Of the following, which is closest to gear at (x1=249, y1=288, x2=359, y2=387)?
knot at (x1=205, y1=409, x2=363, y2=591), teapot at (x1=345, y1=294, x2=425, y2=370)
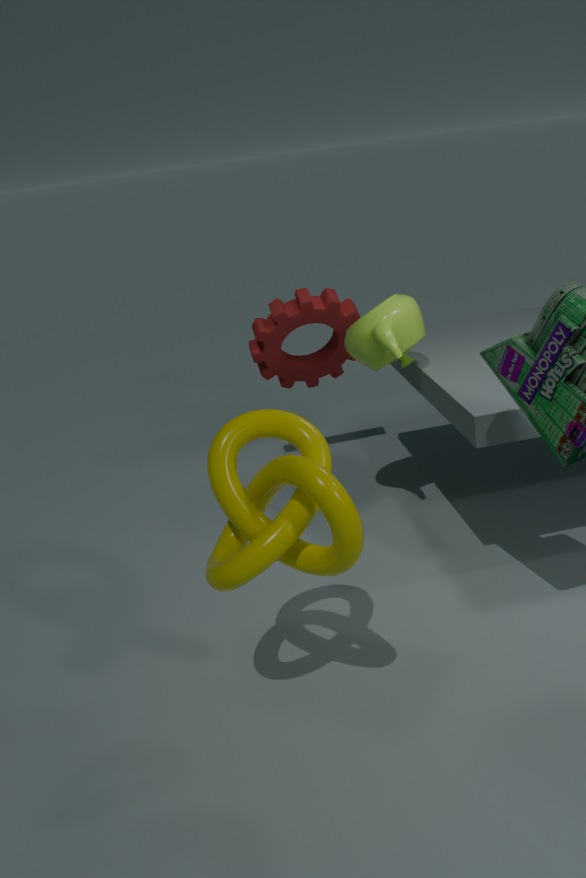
teapot at (x1=345, y1=294, x2=425, y2=370)
